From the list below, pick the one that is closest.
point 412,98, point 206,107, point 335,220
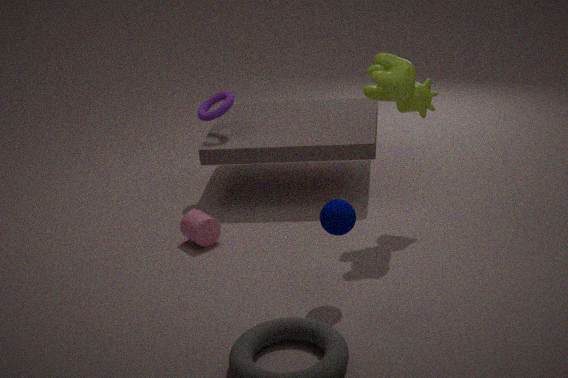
point 335,220
